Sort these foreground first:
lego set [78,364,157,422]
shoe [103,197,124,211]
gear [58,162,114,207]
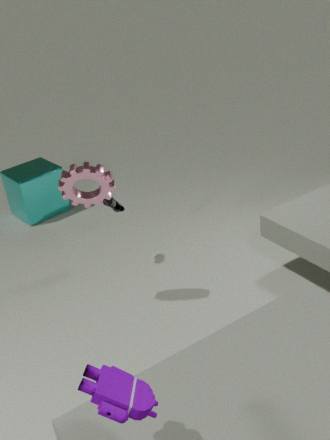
lego set [78,364,157,422], gear [58,162,114,207], shoe [103,197,124,211]
